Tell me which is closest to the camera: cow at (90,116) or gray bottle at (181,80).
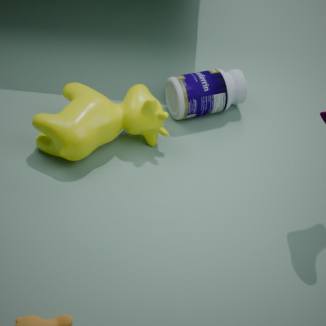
cow at (90,116)
